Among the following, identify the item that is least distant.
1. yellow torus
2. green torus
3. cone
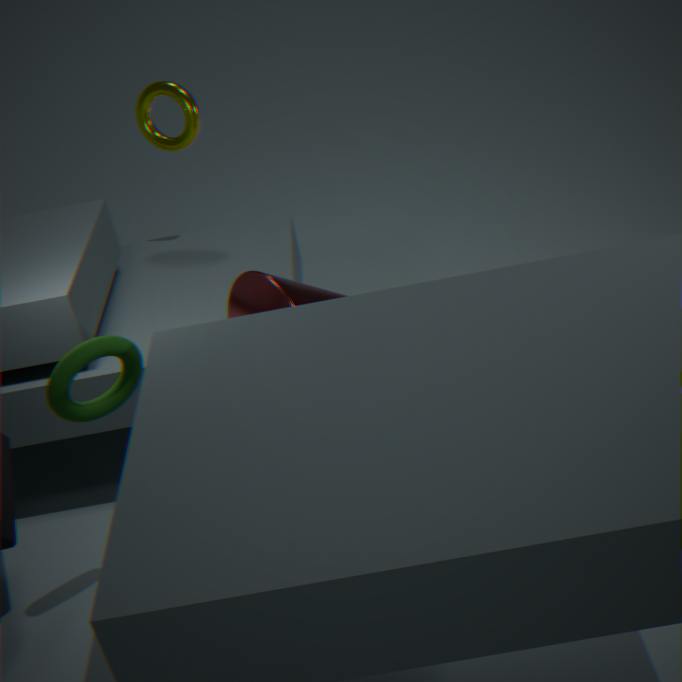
green torus
